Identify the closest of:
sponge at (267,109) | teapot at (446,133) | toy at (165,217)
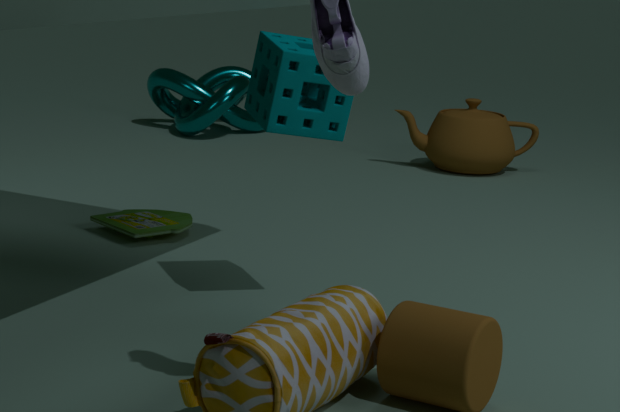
sponge at (267,109)
